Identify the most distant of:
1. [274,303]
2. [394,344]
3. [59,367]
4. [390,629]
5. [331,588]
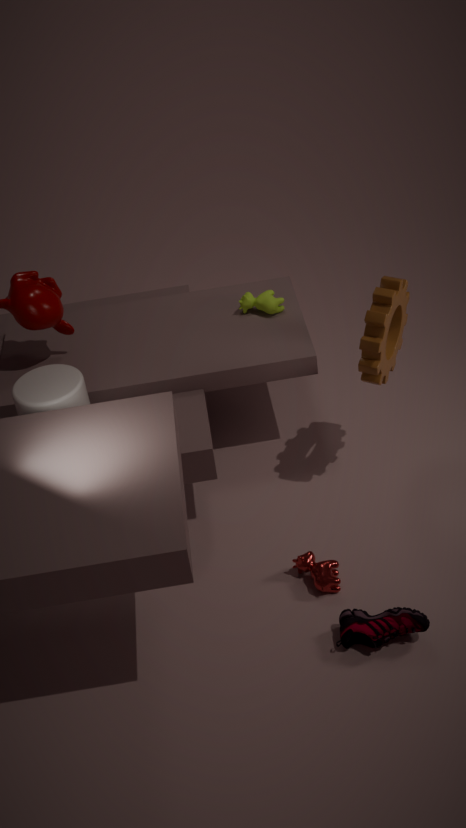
[274,303]
